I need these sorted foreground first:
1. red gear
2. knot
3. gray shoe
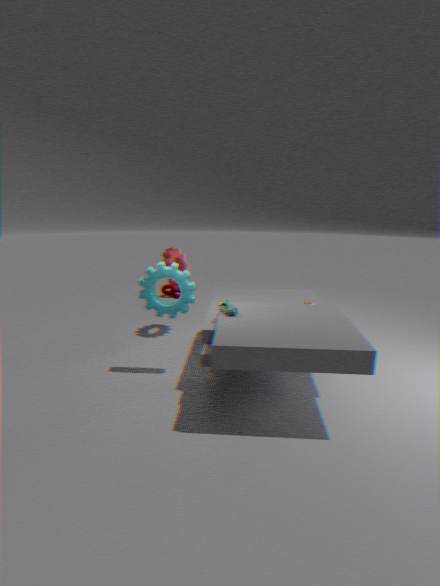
gray shoe → red gear → knot
